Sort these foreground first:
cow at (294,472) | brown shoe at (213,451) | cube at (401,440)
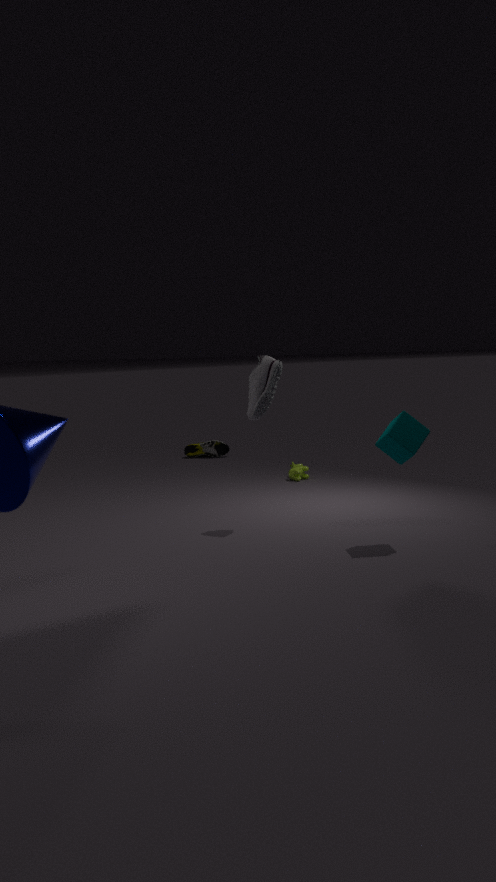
cube at (401,440)
cow at (294,472)
brown shoe at (213,451)
